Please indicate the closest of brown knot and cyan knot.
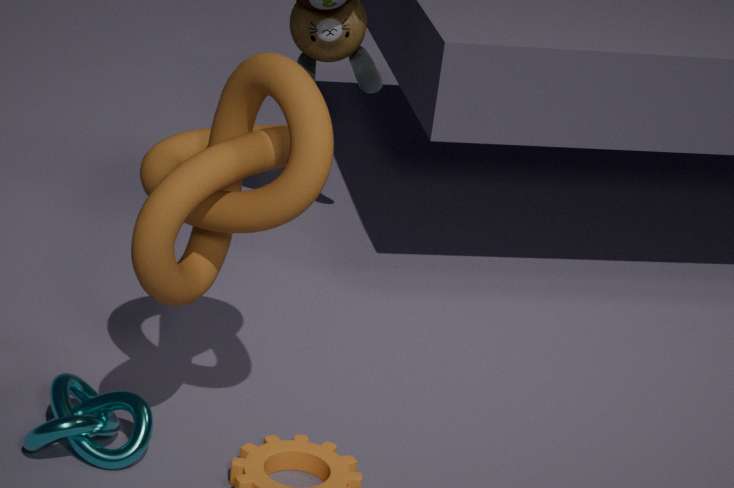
brown knot
